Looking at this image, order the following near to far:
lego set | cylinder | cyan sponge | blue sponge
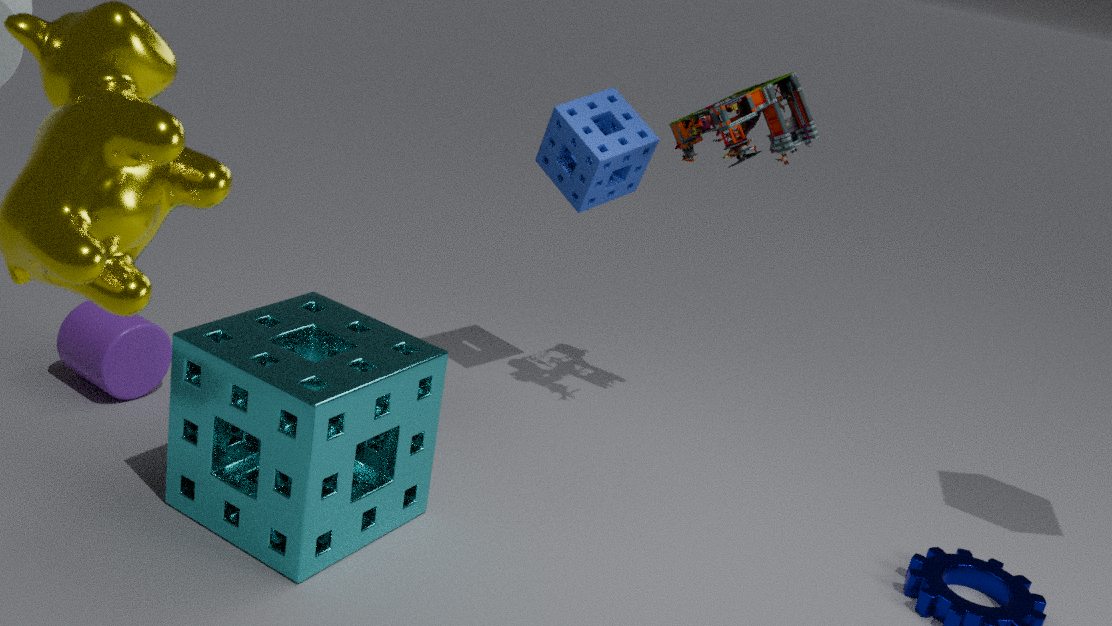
cyan sponge < lego set < cylinder < blue sponge
